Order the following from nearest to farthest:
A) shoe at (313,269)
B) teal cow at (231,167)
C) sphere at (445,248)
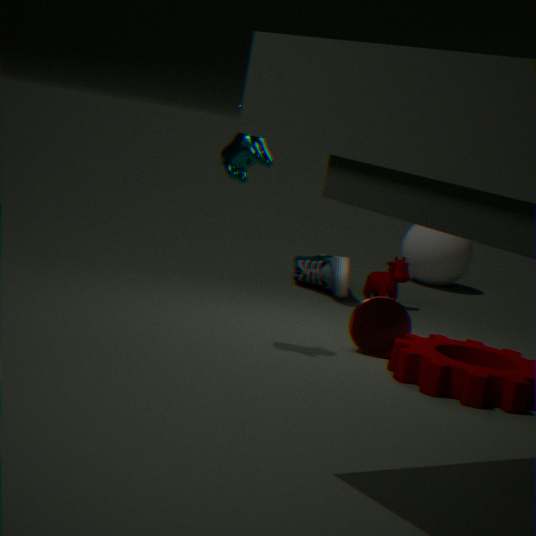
teal cow at (231,167) → shoe at (313,269) → sphere at (445,248)
